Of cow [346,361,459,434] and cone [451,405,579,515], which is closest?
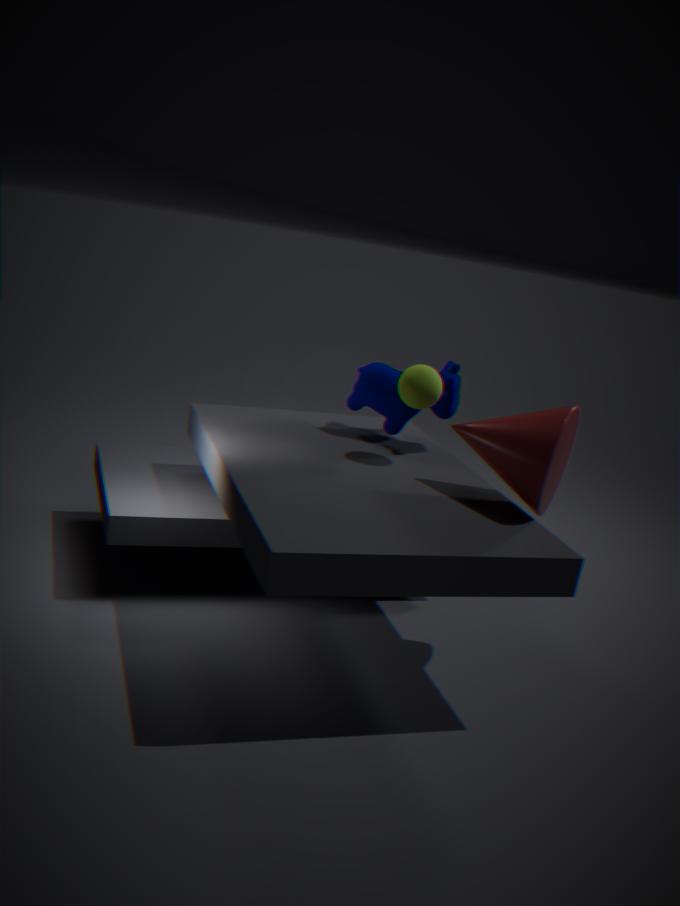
cone [451,405,579,515]
